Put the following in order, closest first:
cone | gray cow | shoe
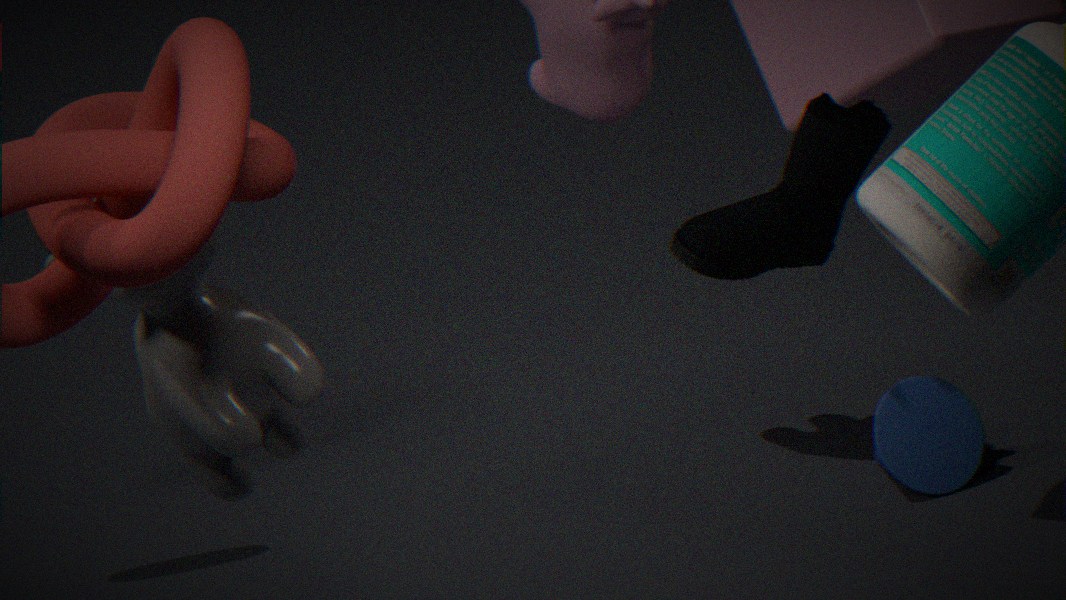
1. shoe
2. gray cow
3. cone
